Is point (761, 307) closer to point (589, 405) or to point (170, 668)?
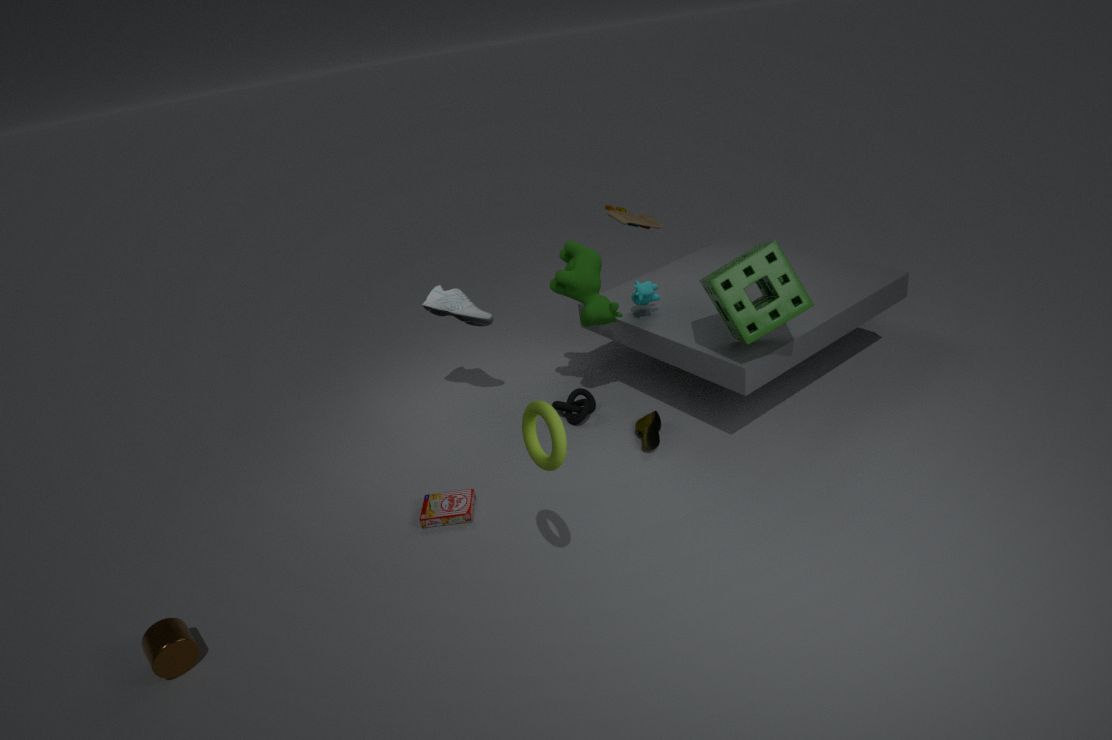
point (589, 405)
